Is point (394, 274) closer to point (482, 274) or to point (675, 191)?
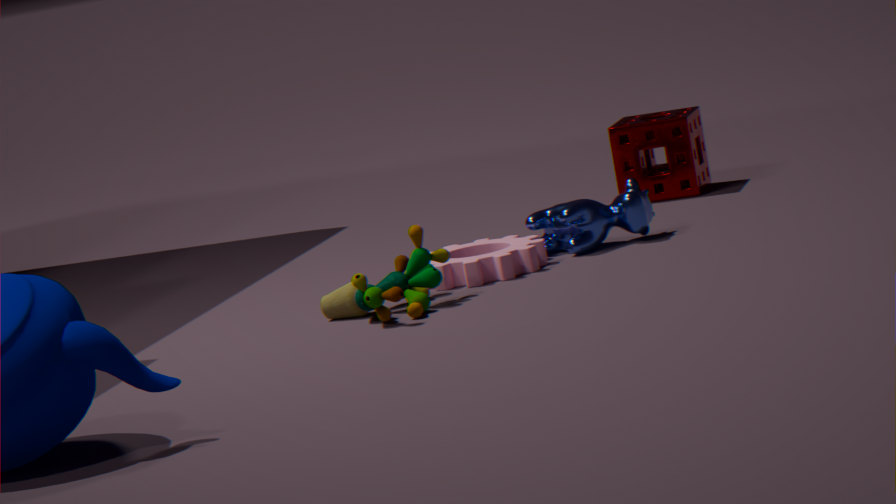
point (482, 274)
